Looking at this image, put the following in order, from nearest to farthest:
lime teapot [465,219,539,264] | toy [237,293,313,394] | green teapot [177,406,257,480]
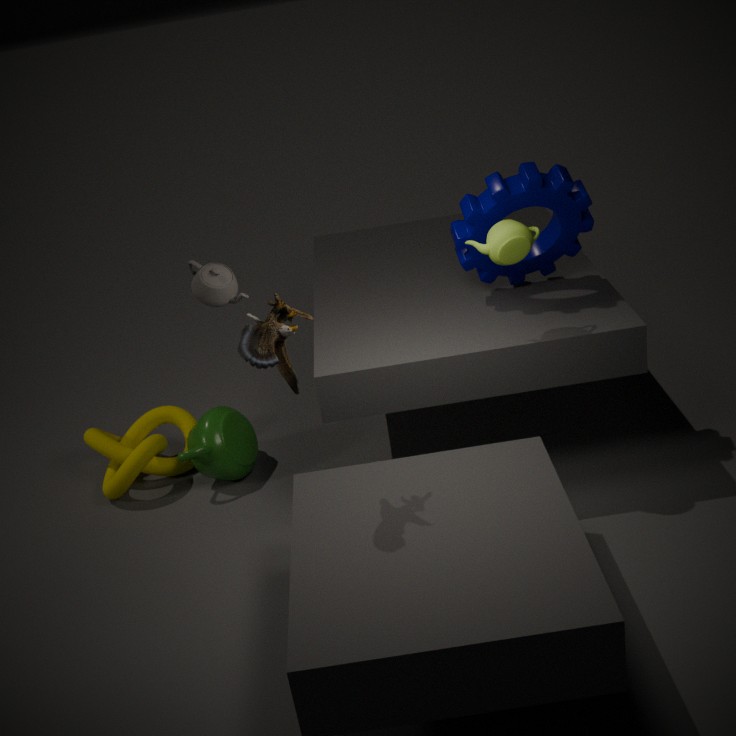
1. toy [237,293,313,394]
2. lime teapot [465,219,539,264]
3. green teapot [177,406,257,480]
